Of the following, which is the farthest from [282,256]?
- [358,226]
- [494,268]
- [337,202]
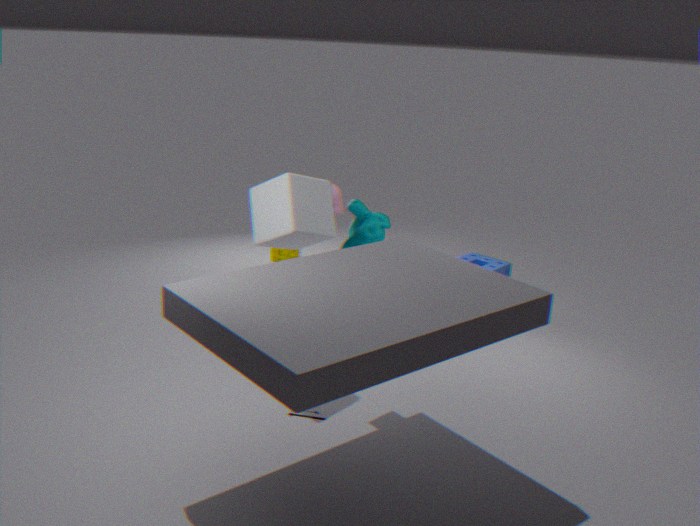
[337,202]
